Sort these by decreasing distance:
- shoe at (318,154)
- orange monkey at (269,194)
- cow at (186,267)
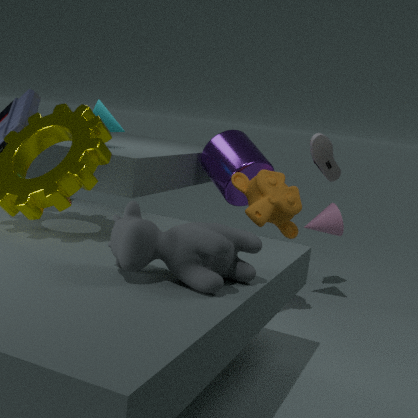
1. shoe at (318,154)
2. orange monkey at (269,194)
3. cow at (186,267)
